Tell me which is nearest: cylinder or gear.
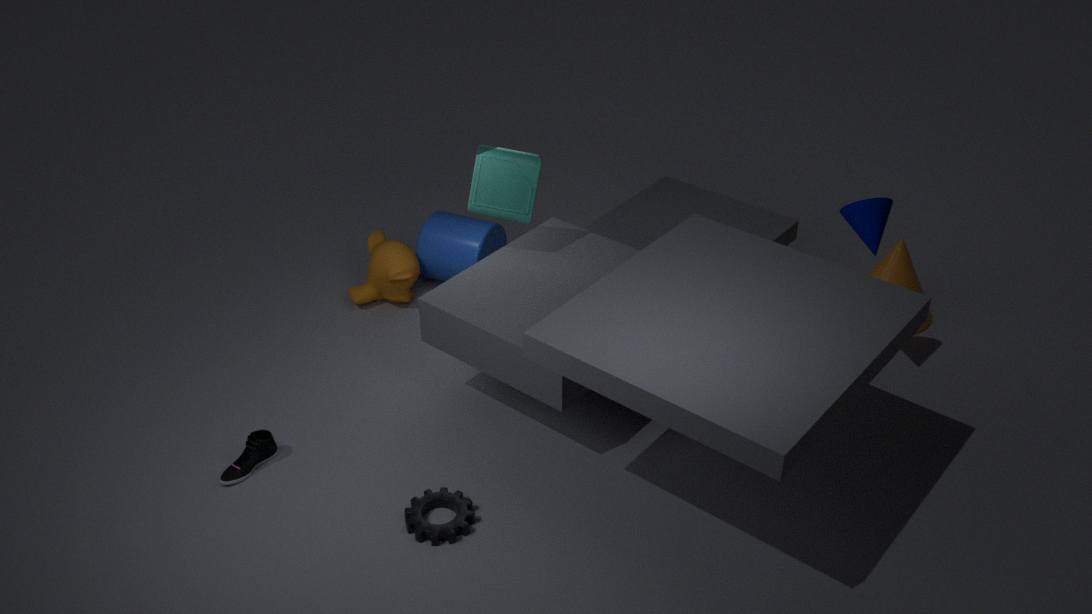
gear
